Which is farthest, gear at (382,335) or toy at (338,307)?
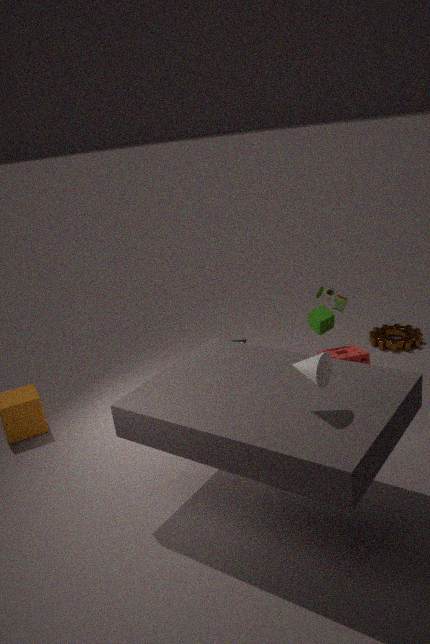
gear at (382,335)
